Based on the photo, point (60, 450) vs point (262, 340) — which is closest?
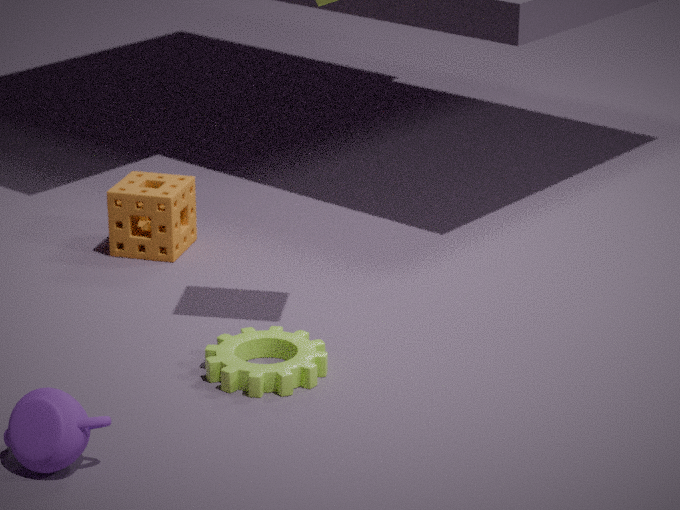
point (60, 450)
